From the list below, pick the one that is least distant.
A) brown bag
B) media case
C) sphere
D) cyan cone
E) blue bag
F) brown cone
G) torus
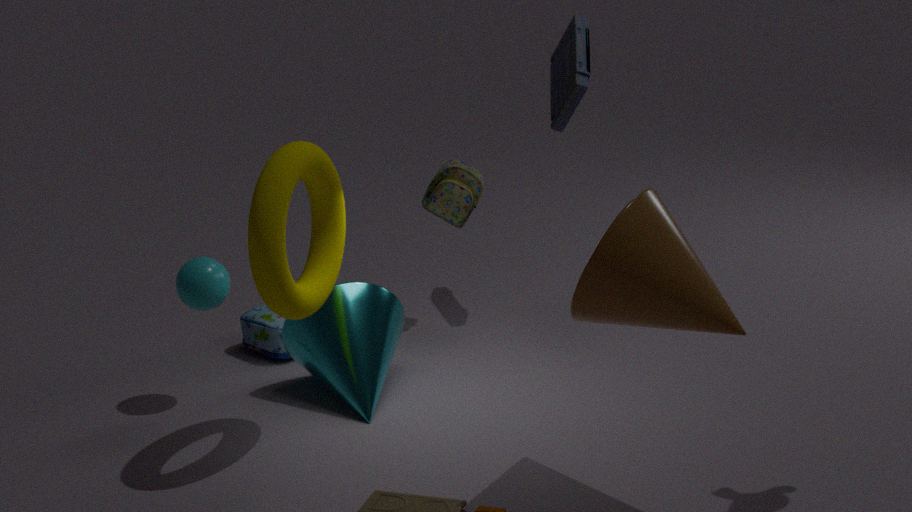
brown cone
